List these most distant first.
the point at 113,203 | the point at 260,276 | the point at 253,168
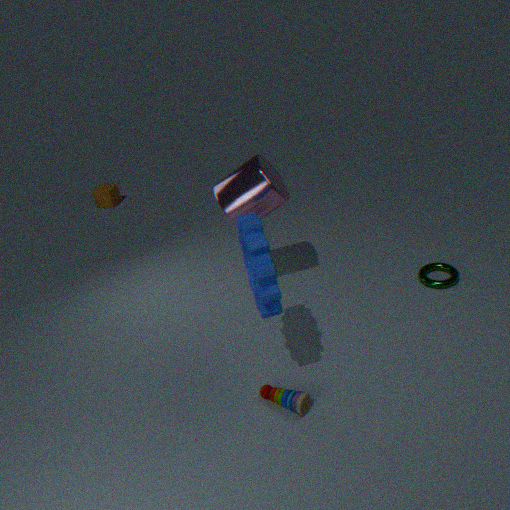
the point at 113,203, the point at 253,168, the point at 260,276
